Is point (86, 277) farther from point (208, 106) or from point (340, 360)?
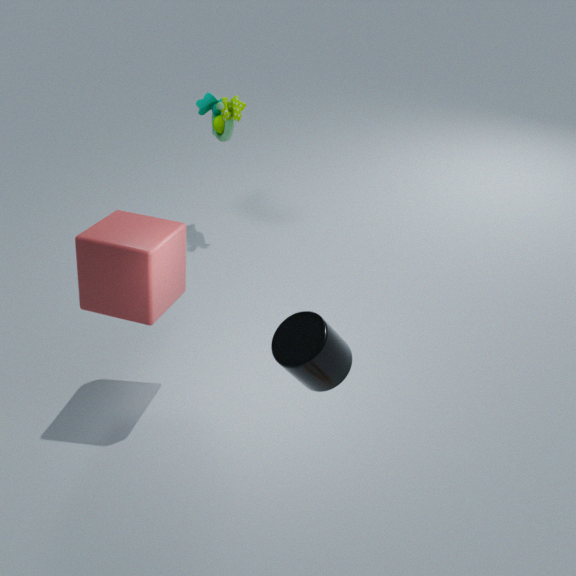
point (208, 106)
